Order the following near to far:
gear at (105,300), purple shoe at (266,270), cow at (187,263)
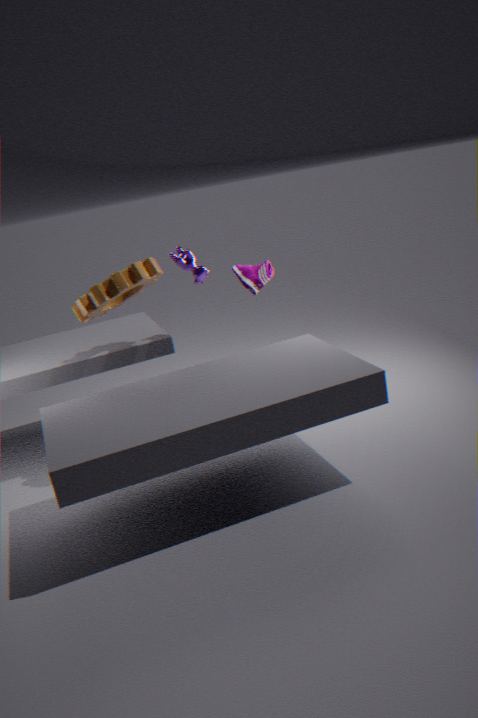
gear at (105,300) → cow at (187,263) → purple shoe at (266,270)
